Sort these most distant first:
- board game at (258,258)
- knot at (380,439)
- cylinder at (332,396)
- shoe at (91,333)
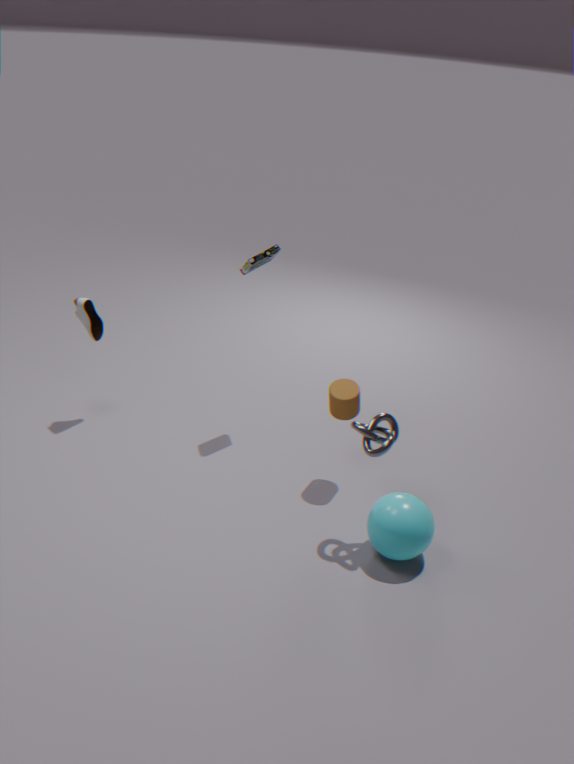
shoe at (91,333)
board game at (258,258)
cylinder at (332,396)
knot at (380,439)
